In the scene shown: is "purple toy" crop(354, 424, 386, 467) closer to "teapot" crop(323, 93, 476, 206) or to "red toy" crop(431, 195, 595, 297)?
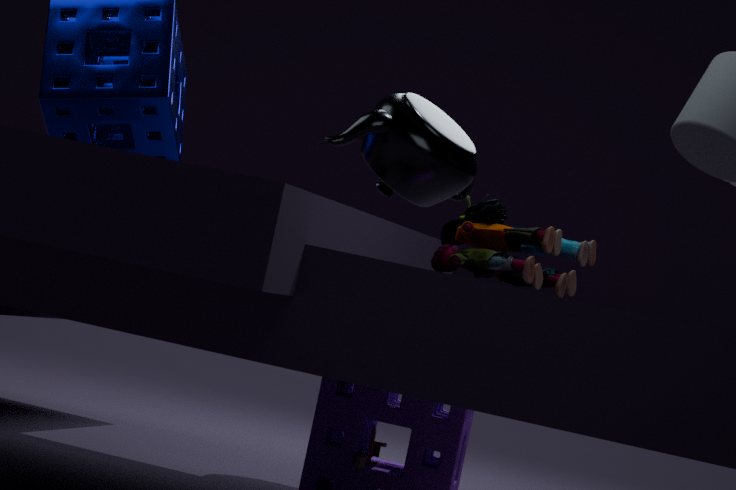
"teapot" crop(323, 93, 476, 206)
